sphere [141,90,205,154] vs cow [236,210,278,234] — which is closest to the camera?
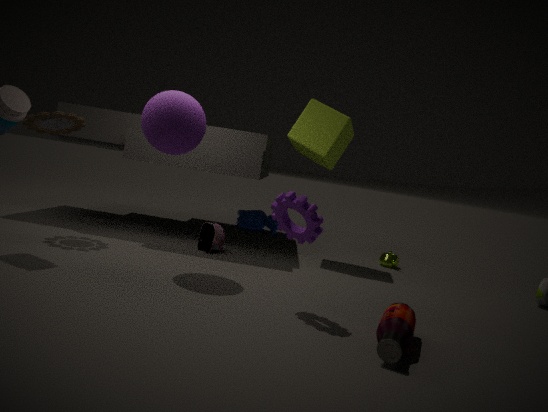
sphere [141,90,205,154]
